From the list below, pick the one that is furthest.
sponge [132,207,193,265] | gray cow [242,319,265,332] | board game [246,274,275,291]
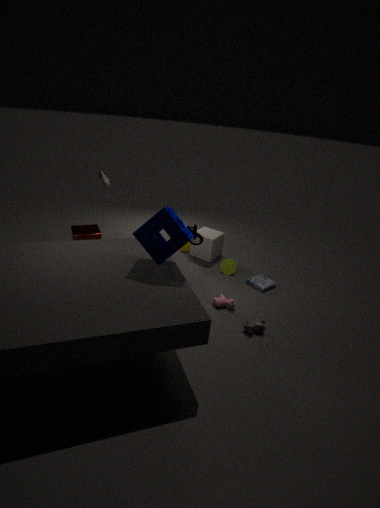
board game [246,274,275,291]
